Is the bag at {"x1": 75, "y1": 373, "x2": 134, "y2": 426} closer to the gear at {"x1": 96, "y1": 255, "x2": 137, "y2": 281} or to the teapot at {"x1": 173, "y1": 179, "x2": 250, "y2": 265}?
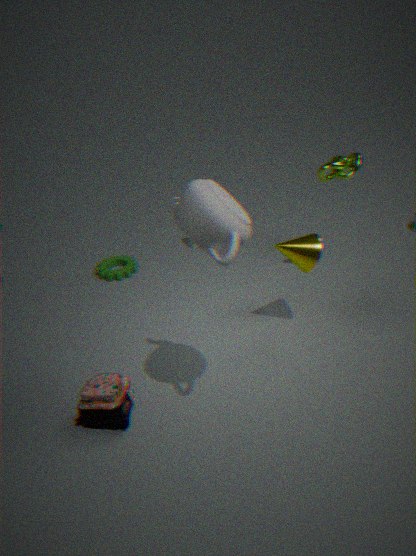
the teapot at {"x1": 173, "y1": 179, "x2": 250, "y2": 265}
